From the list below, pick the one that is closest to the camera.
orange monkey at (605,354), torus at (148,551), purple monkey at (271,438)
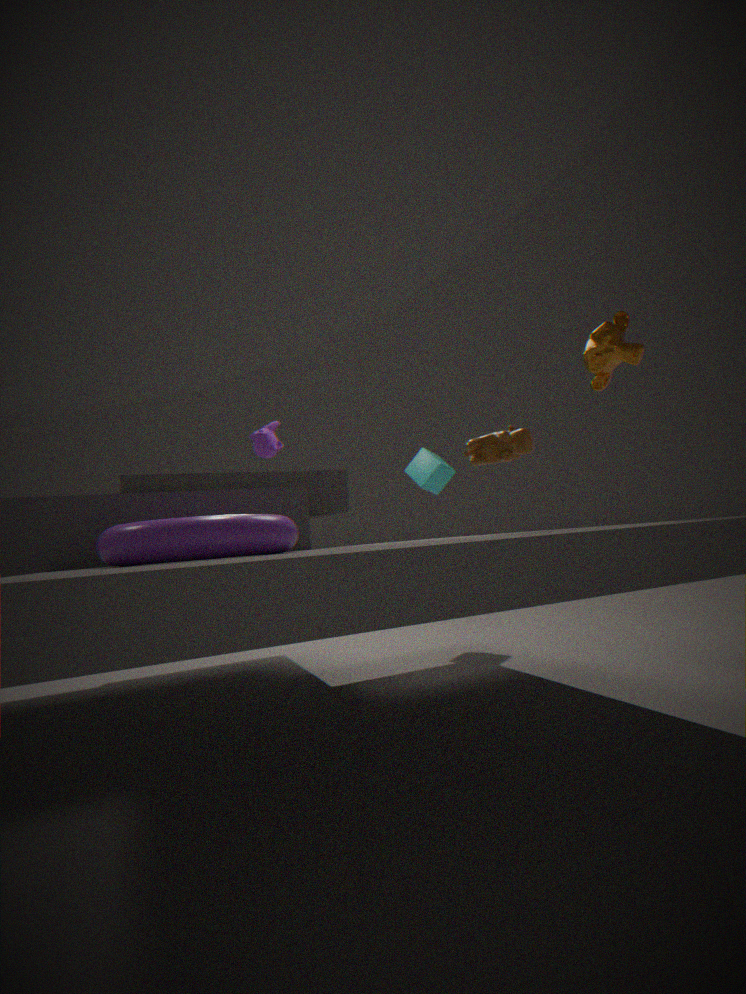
torus at (148,551)
